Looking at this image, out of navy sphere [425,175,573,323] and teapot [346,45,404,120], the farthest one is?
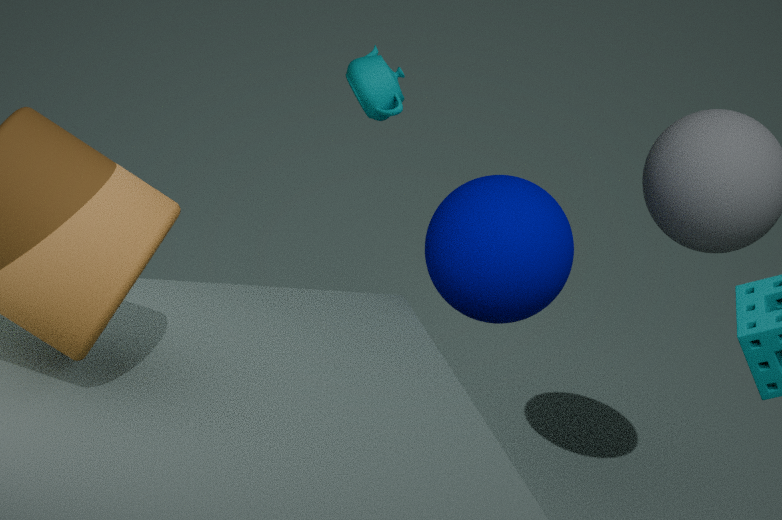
teapot [346,45,404,120]
